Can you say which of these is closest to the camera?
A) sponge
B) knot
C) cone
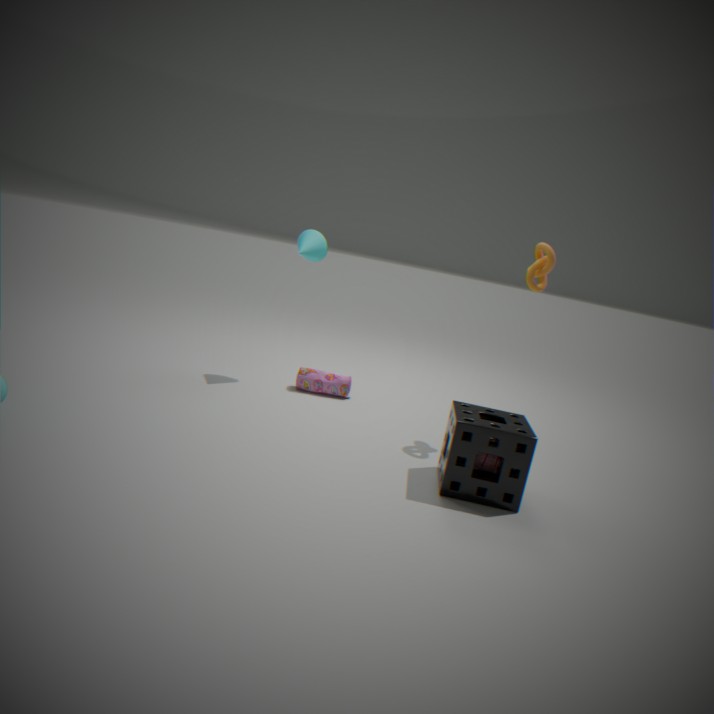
sponge
